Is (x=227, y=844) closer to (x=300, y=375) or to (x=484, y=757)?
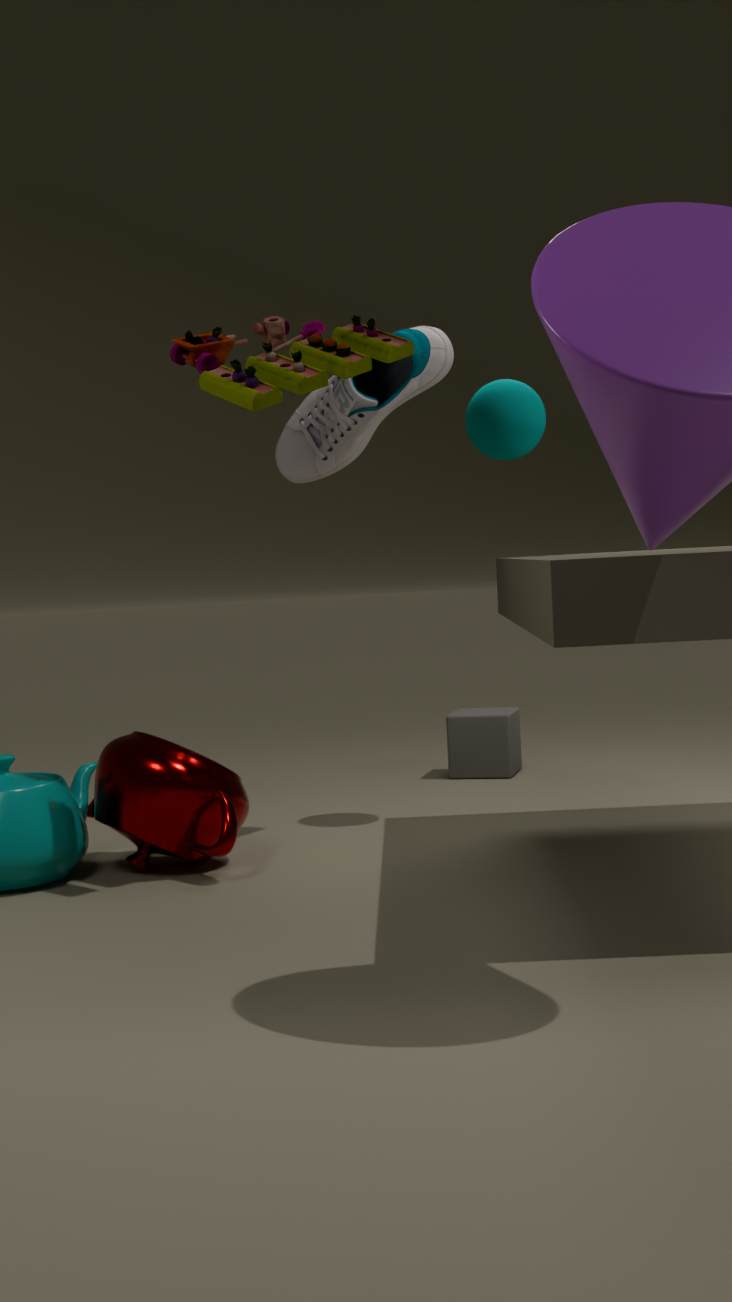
(x=300, y=375)
